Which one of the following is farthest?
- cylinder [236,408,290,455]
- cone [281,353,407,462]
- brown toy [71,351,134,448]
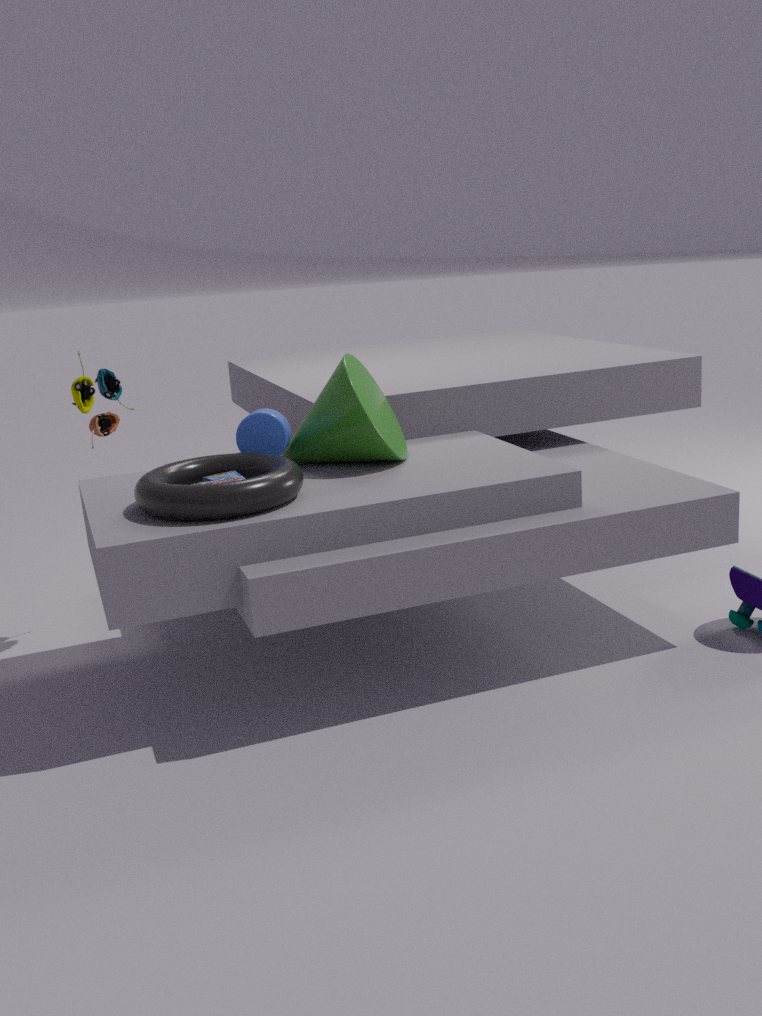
brown toy [71,351,134,448]
